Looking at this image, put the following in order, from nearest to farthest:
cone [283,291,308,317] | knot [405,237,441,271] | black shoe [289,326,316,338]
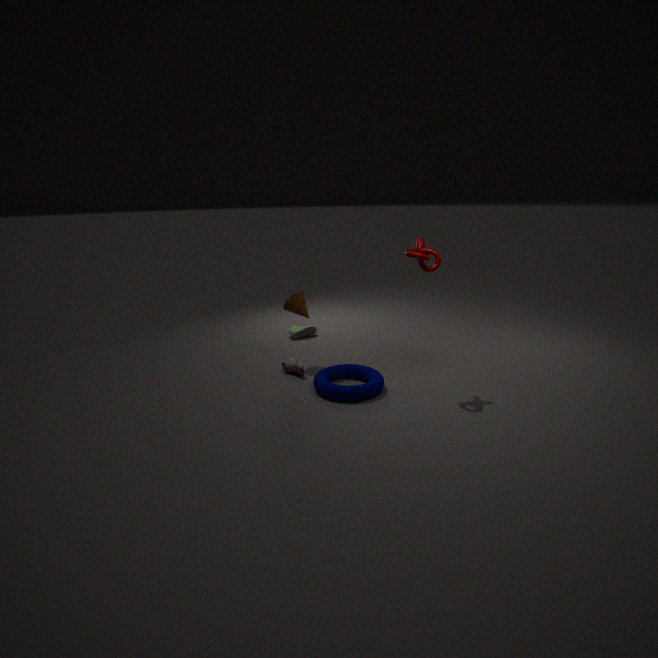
1. knot [405,237,441,271]
2. cone [283,291,308,317]
3. black shoe [289,326,316,338]
